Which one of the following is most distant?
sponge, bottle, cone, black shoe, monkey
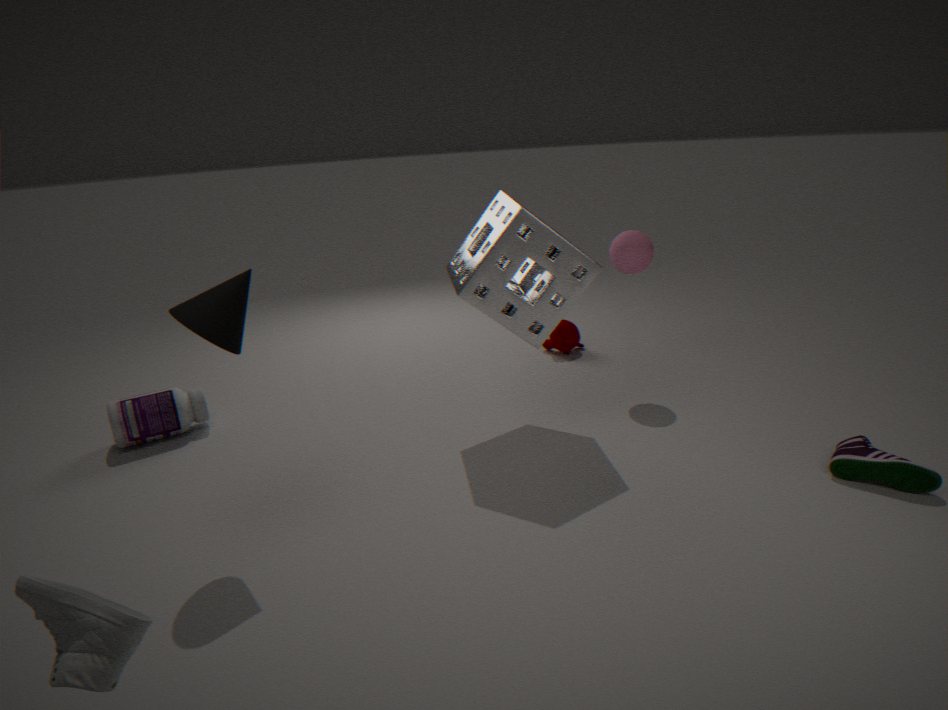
monkey
